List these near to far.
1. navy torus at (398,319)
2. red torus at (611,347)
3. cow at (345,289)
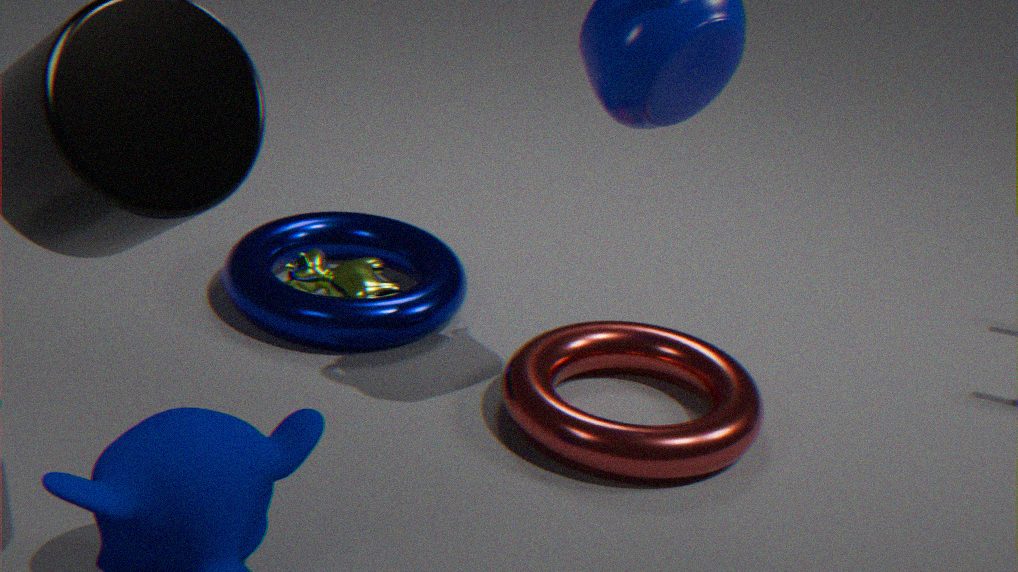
red torus at (611,347) < navy torus at (398,319) < cow at (345,289)
